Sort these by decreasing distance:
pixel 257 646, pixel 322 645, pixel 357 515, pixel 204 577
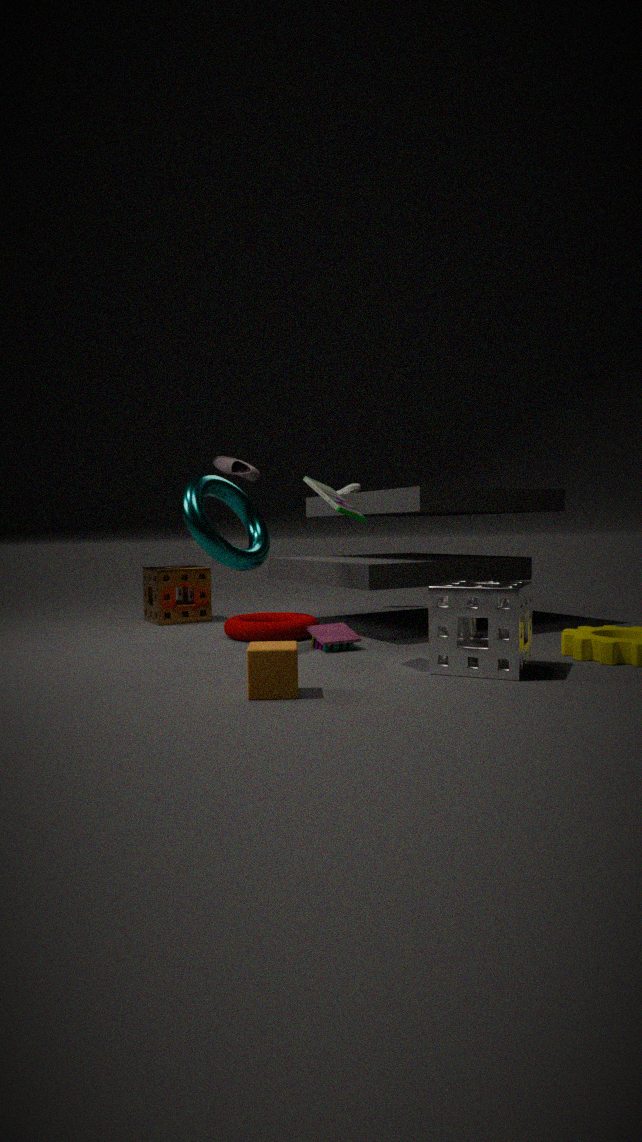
→ pixel 204 577 < pixel 322 645 < pixel 357 515 < pixel 257 646
